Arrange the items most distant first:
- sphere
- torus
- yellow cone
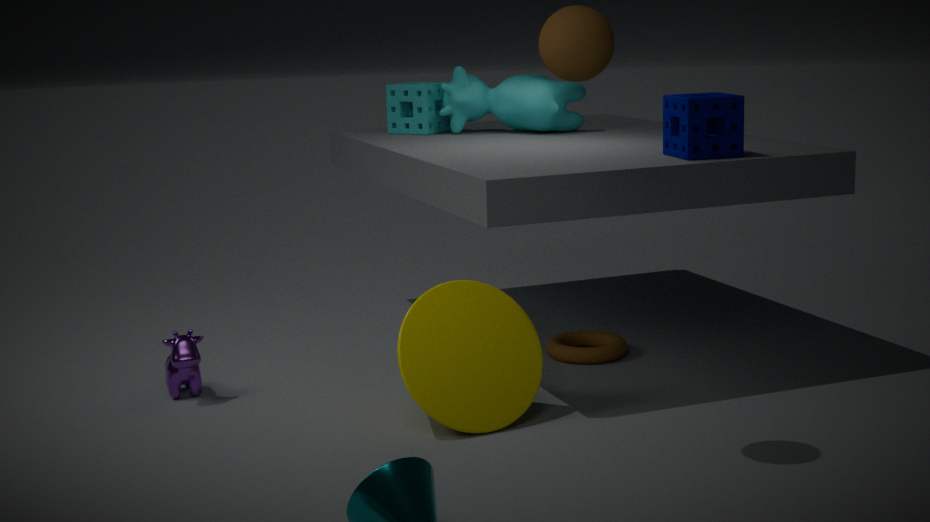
torus < yellow cone < sphere
